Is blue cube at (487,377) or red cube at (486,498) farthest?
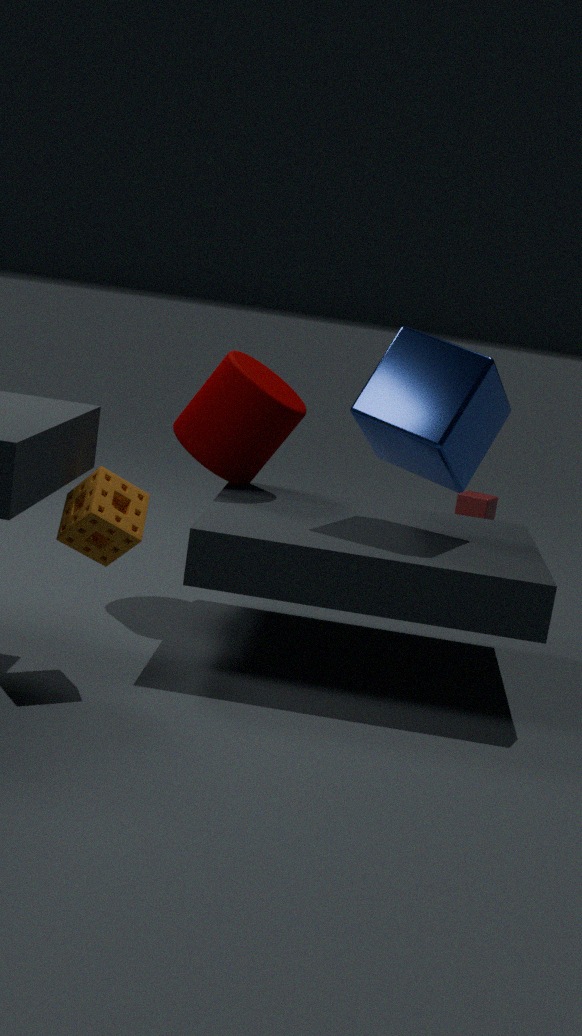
red cube at (486,498)
